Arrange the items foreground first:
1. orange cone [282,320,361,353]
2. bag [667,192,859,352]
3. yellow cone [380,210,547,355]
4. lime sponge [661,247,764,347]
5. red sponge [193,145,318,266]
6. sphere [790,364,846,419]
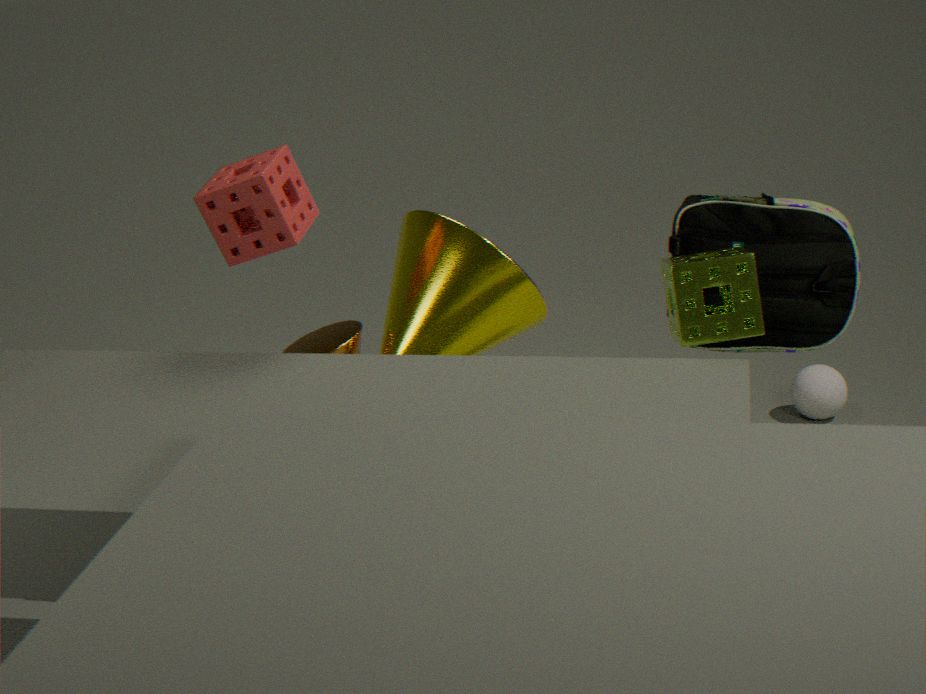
lime sponge [661,247,764,347], red sponge [193,145,318,266], bag [667,192,859,352], yellow cone [380,210,547,355], orange cone [282,320,361,353], sphere [790,364,846,419]
